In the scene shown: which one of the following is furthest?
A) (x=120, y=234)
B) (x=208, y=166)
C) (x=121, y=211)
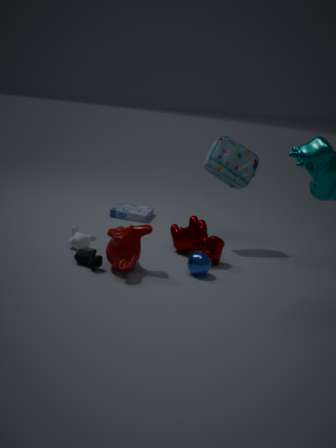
(x=121, y=211)
